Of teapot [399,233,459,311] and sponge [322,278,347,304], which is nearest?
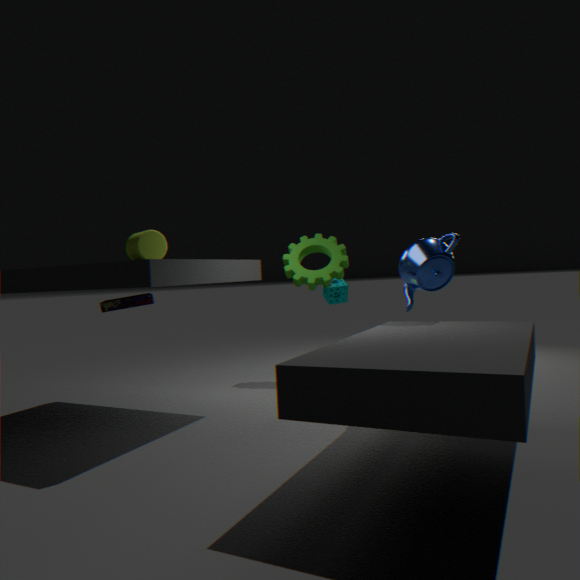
teapot [399,233,459,311]
